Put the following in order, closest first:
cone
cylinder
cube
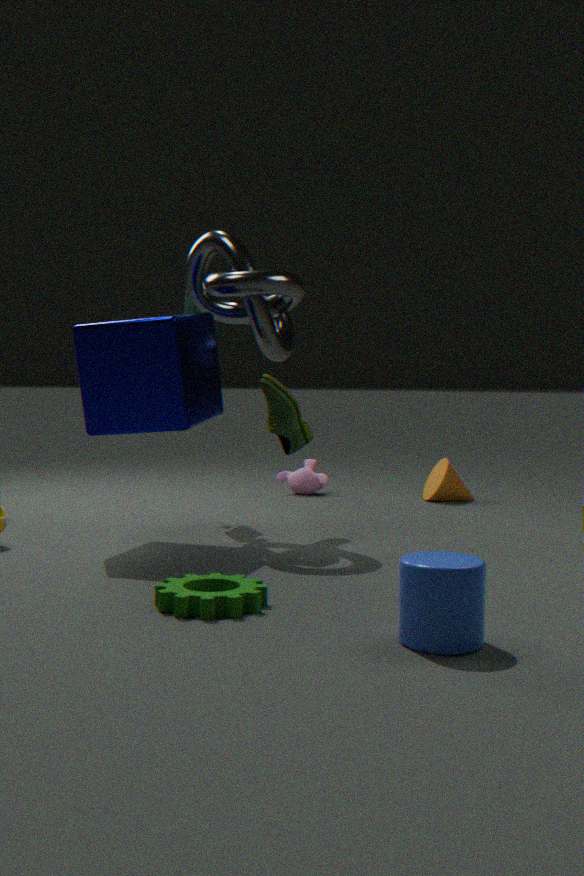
cylinder < cube < cone
